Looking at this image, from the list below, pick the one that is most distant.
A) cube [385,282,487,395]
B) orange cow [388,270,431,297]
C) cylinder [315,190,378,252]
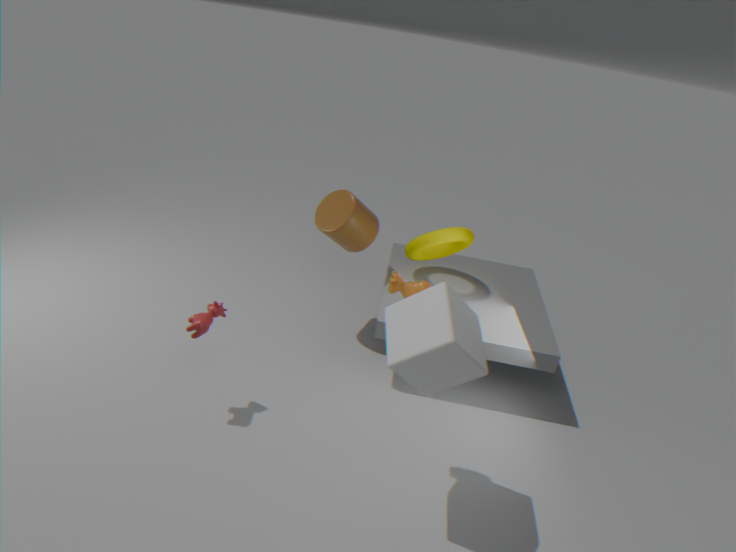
cylinder [315,190,378,252]
